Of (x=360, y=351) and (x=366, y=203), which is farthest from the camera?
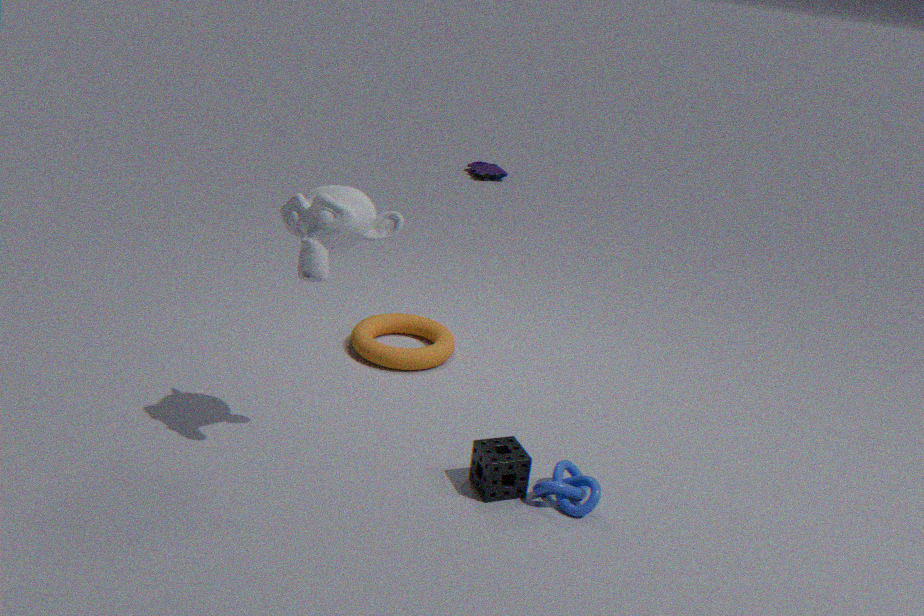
(x=360, y=351)
